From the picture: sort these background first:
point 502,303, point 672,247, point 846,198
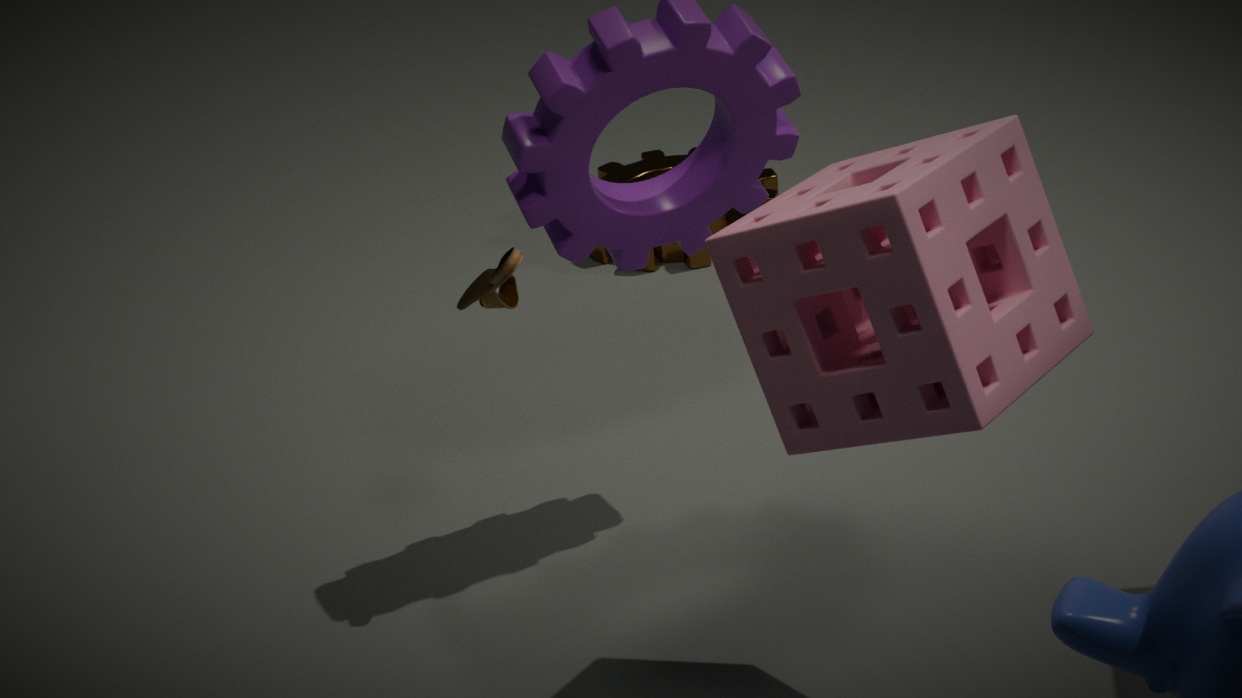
1. point 672,247
2. point 502,303
3. point 846,198
